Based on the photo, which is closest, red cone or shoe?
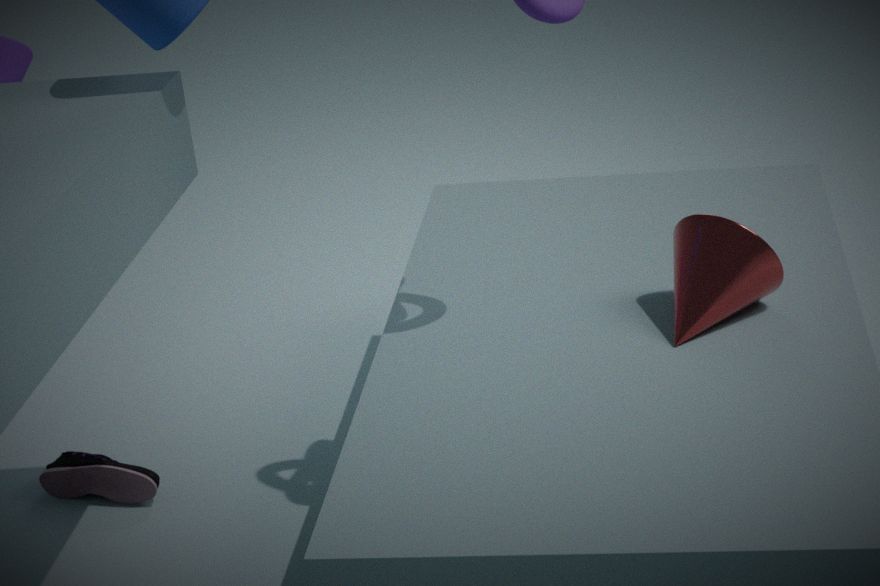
red cone
